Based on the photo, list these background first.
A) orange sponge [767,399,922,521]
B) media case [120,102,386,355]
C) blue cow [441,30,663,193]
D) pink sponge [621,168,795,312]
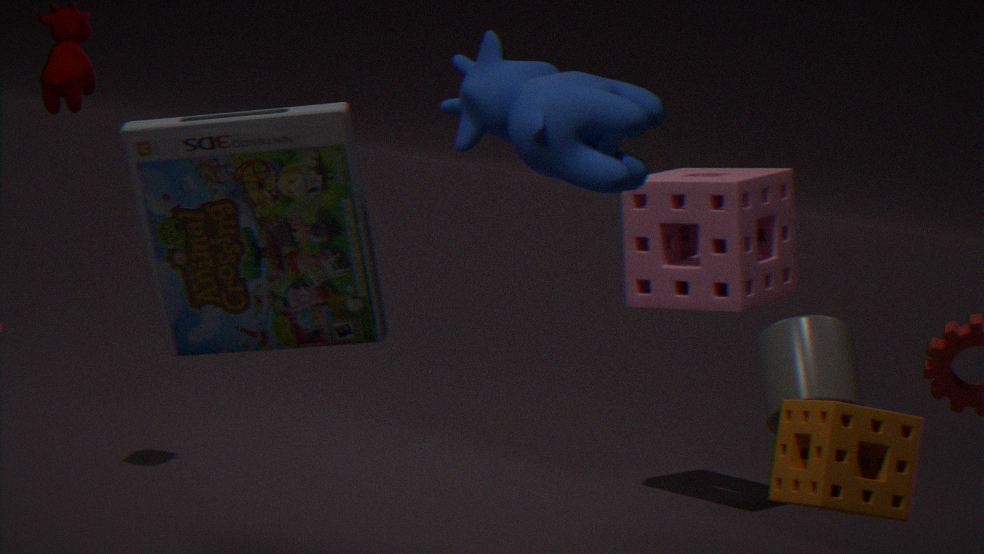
pink sponge [621,168,795,312], media case [120,102,386,355], blue cow [441,30,663,193], orange sponge [767,399,922,521]
